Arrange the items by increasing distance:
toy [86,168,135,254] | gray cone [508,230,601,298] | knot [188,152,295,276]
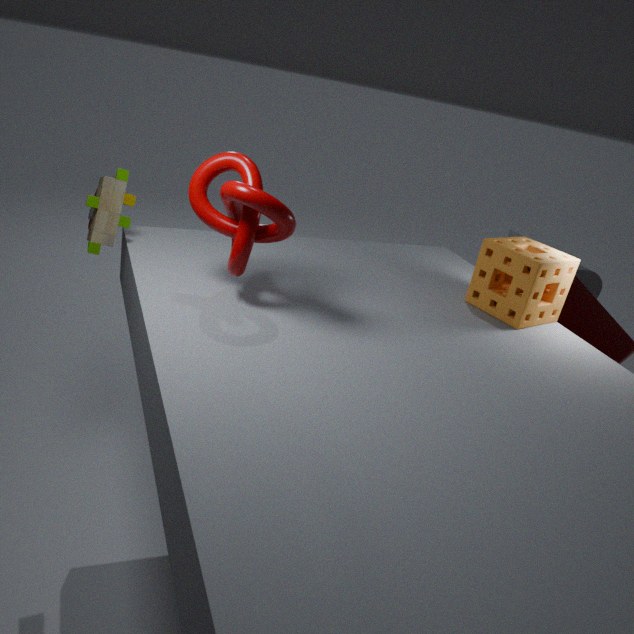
1. knot [188,152,295,276]
2. toy [86,168,135,254]
3. gray cone [508,230,601,298]
